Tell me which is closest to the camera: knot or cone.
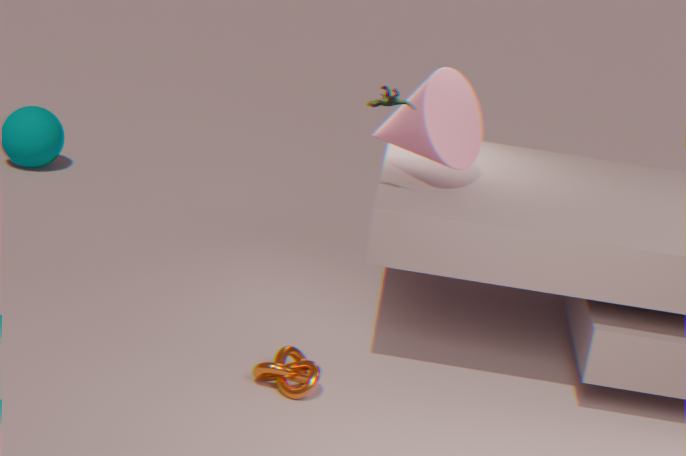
knot
